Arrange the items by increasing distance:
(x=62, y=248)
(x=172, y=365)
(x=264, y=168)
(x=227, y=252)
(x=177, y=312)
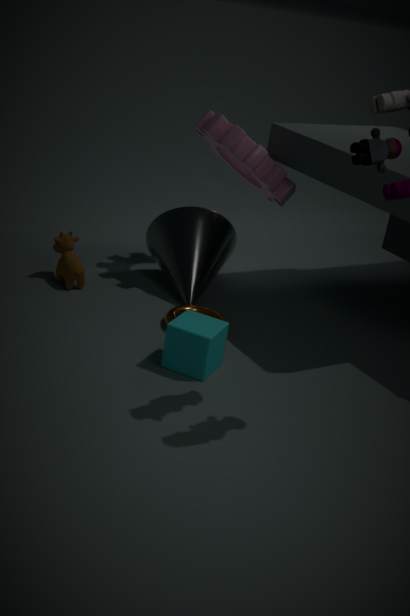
(x=172, y=365) → (x=177, y=312) → (x=264, y=168) → (x=62, y=248) → (x=227, y=252)
